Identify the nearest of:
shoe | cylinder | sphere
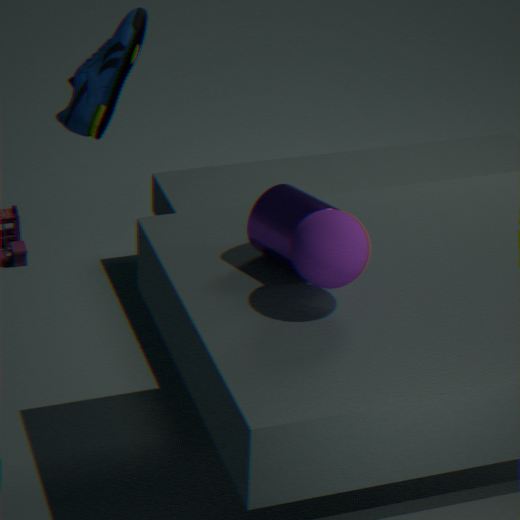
sphere
